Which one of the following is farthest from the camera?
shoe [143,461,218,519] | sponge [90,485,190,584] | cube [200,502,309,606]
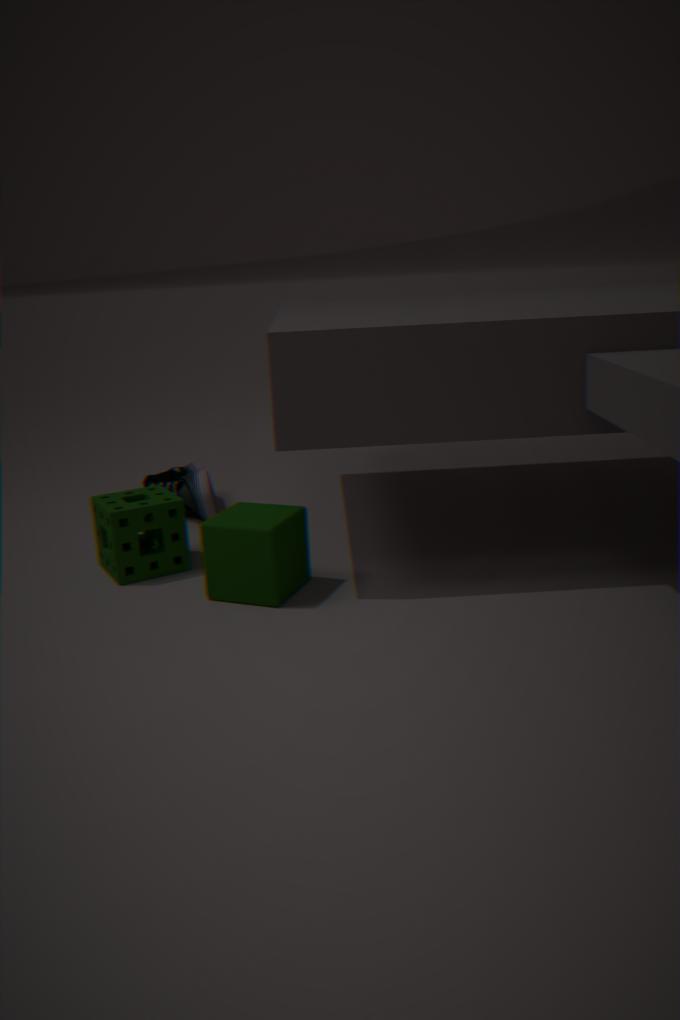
shoe [143,461,218,519]
